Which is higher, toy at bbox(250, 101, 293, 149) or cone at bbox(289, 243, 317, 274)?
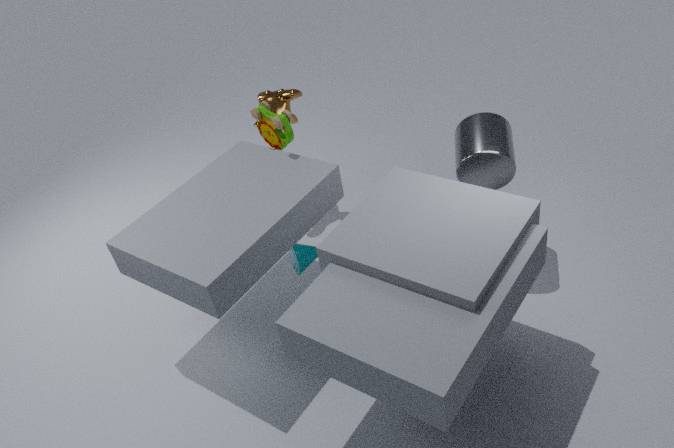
toy at bbox(250, 101, 293, 149)
